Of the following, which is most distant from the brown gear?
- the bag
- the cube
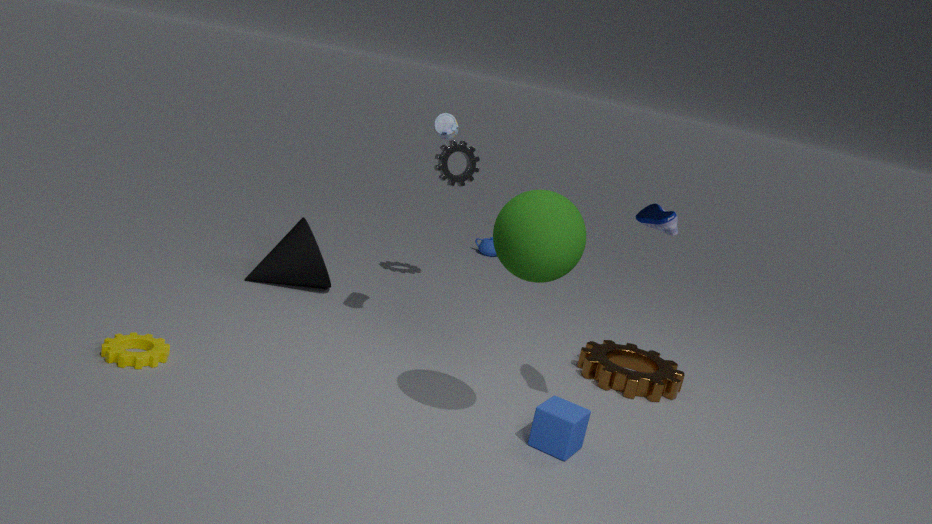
the bag
